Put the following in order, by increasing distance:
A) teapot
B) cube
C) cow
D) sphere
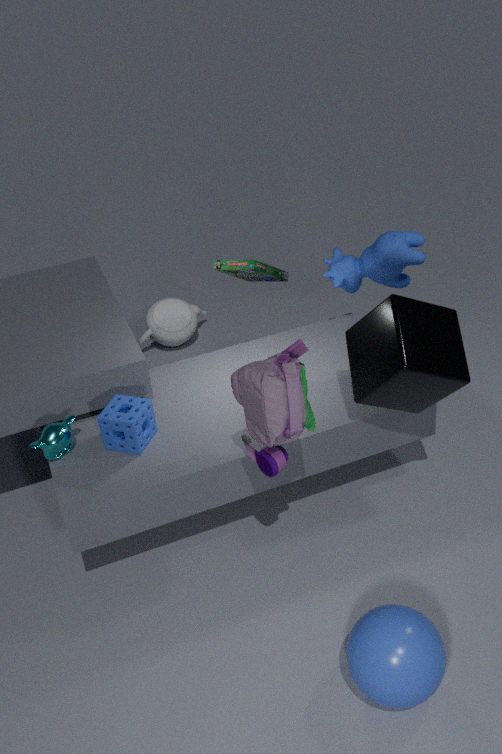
1. sphere
2. cube
3. cow
4. teapot
